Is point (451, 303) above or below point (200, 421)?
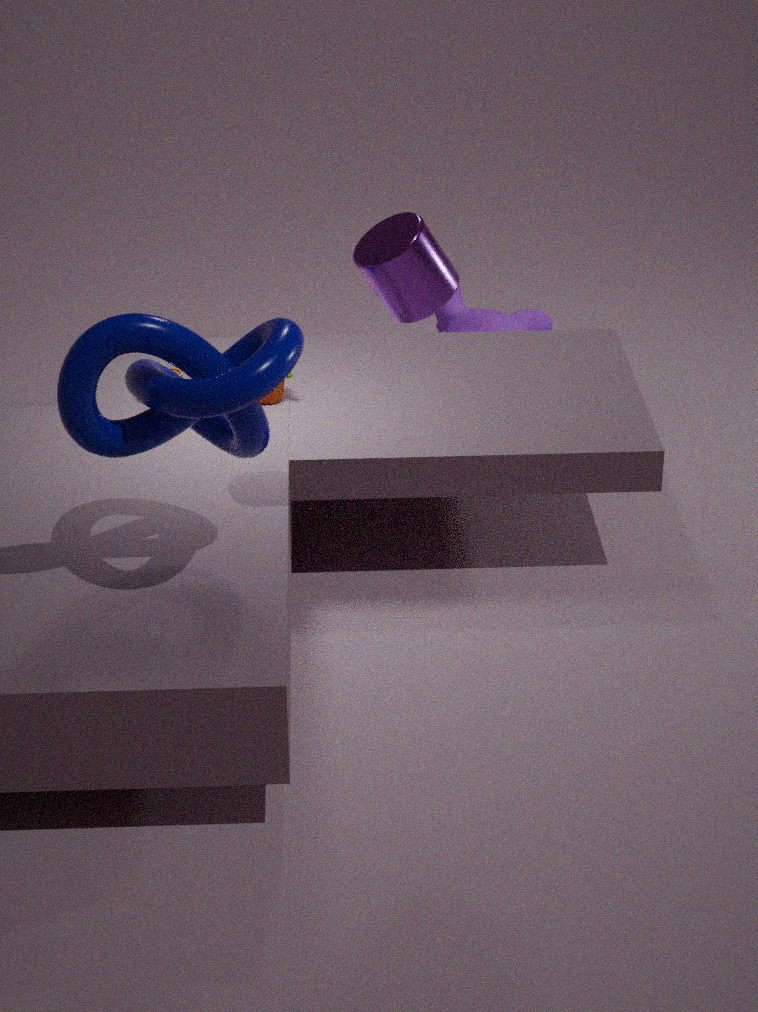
below
